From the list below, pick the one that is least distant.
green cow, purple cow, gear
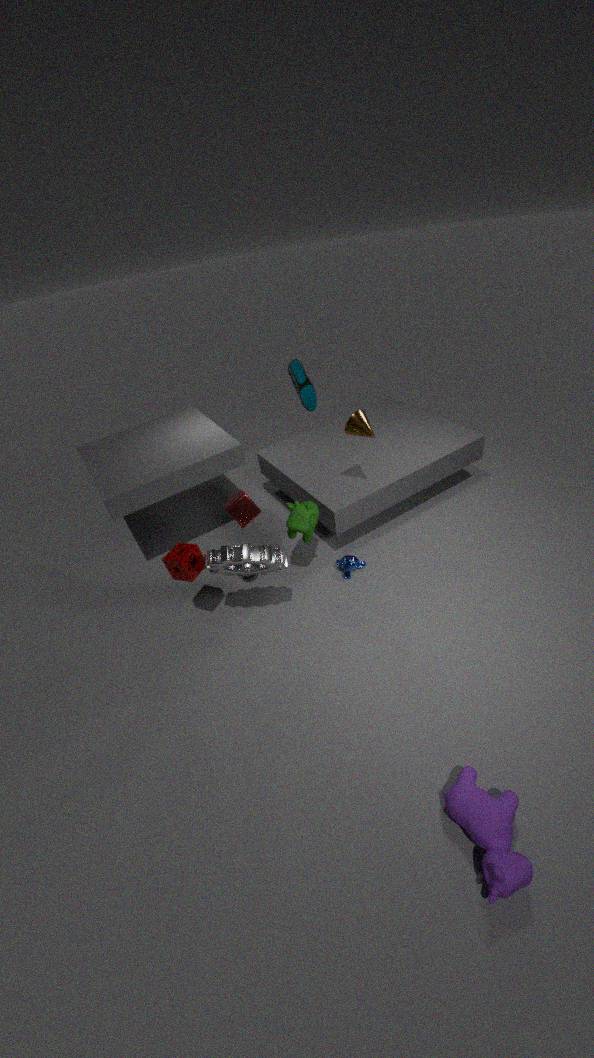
purple cow
